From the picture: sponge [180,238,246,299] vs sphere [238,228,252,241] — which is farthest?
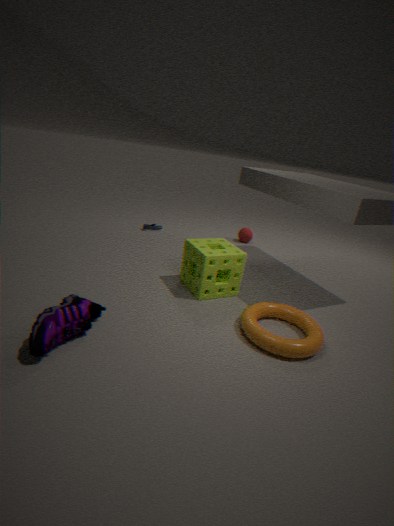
sphere [238,228,252,241]
